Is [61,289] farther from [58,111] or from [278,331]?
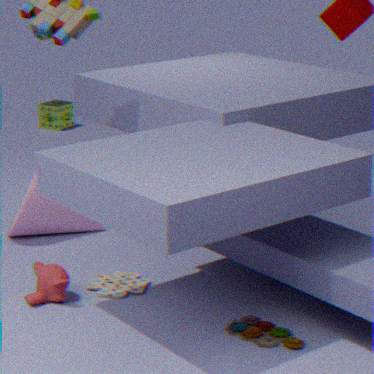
[58,111]
